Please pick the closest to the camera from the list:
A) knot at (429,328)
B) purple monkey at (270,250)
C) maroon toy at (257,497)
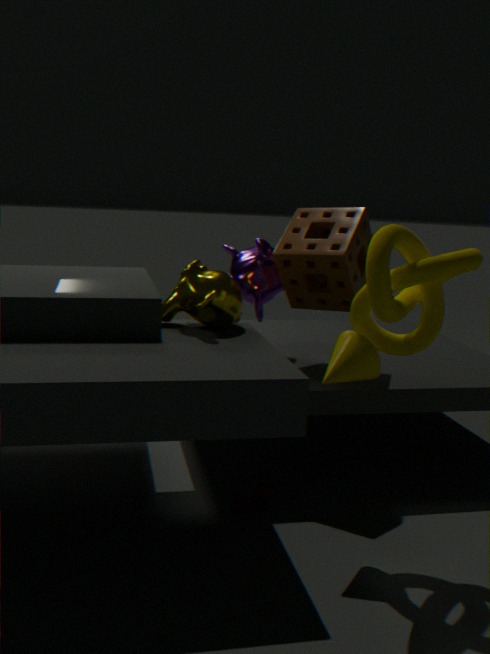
knot at (429,328)
